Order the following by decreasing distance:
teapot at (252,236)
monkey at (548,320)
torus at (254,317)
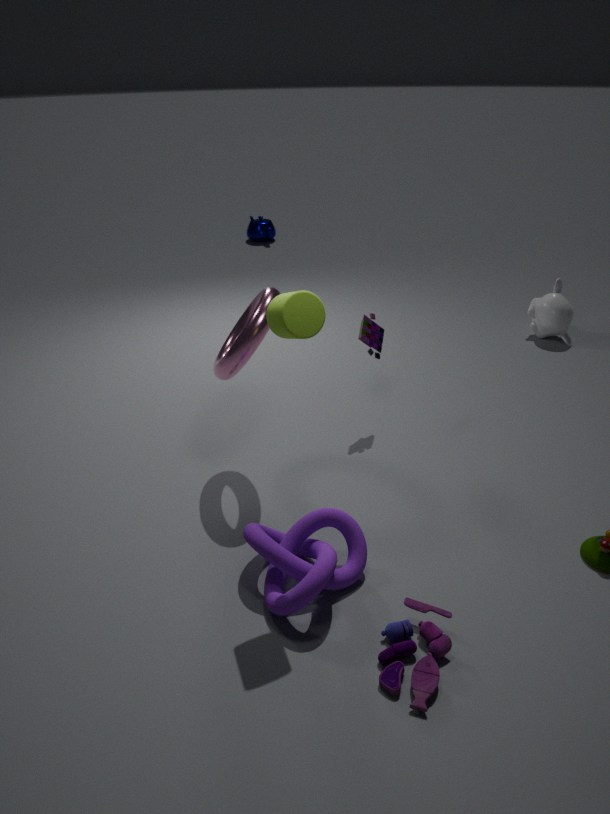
teapot at (252,236), monkey at (548,320), torus at (254,317)
